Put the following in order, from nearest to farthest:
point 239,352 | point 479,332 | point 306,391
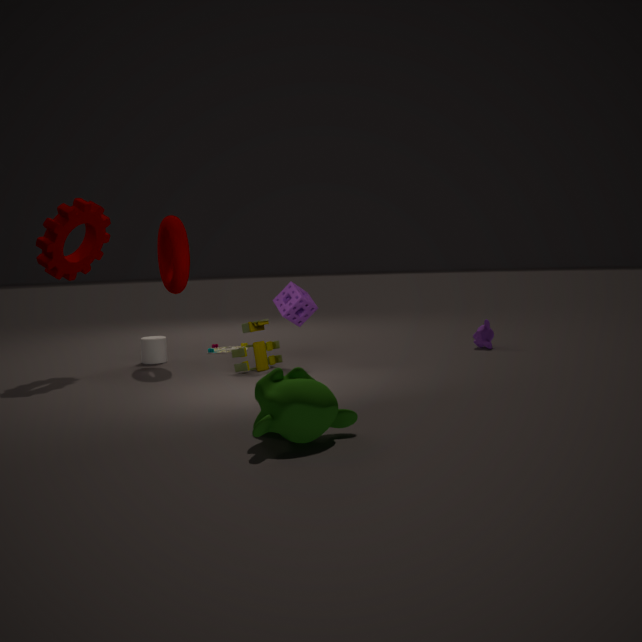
point 306,391
point 239,352
point 479,332
